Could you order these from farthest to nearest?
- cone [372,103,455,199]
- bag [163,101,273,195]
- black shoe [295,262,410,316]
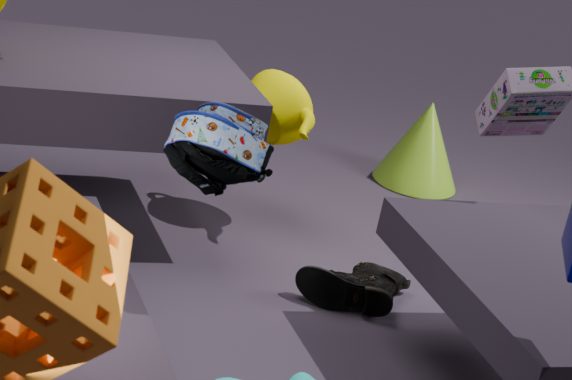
cone [372,103,455,199] < black shoe [295,262,410,316] < bag [163,101,273,195]
